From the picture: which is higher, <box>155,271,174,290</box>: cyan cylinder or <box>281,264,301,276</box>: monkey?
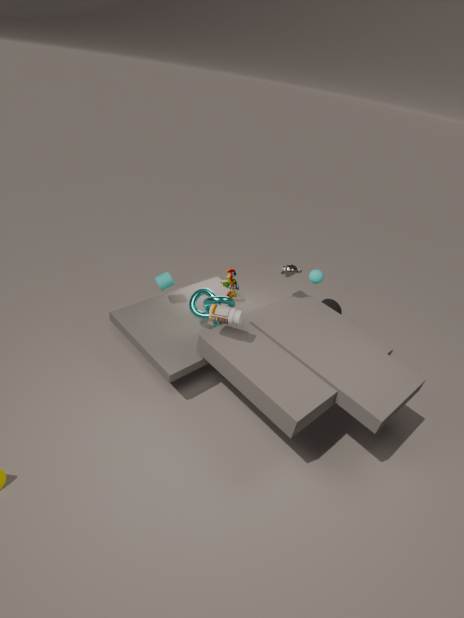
<box>281,264,301,276</box>: monkey
